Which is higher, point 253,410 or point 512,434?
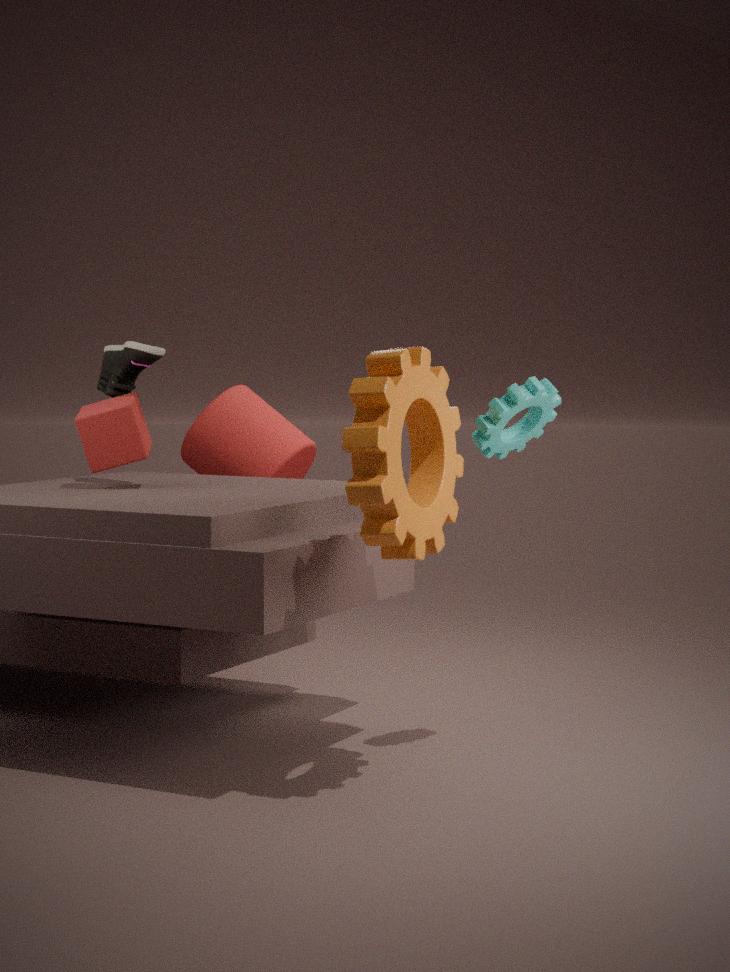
point 512,434
